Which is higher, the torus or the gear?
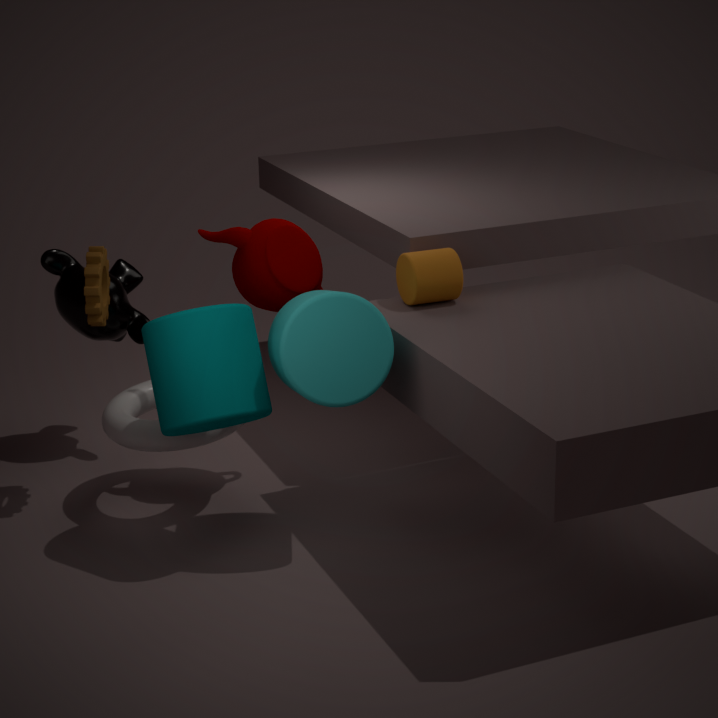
the gear
